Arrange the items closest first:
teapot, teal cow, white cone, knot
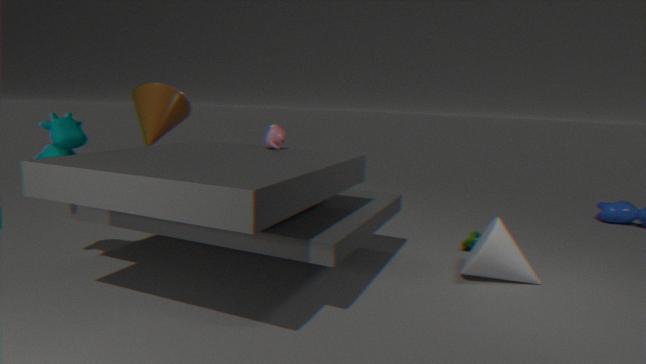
teal cow
white cone
teapot
knot
